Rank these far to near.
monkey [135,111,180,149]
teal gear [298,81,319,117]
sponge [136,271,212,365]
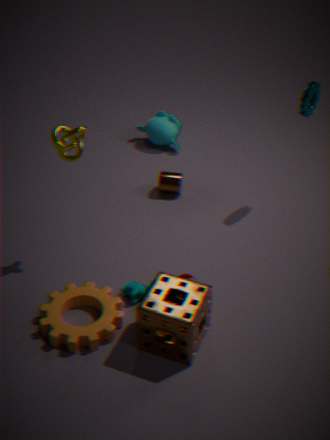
monkey [135,111,180,149] → teal gear [298,81,319,117] → sponge [136,271,212,365]
